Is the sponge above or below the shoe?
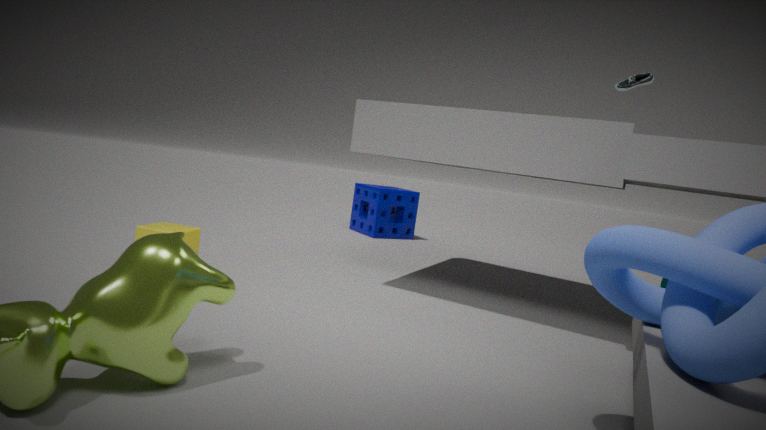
below
